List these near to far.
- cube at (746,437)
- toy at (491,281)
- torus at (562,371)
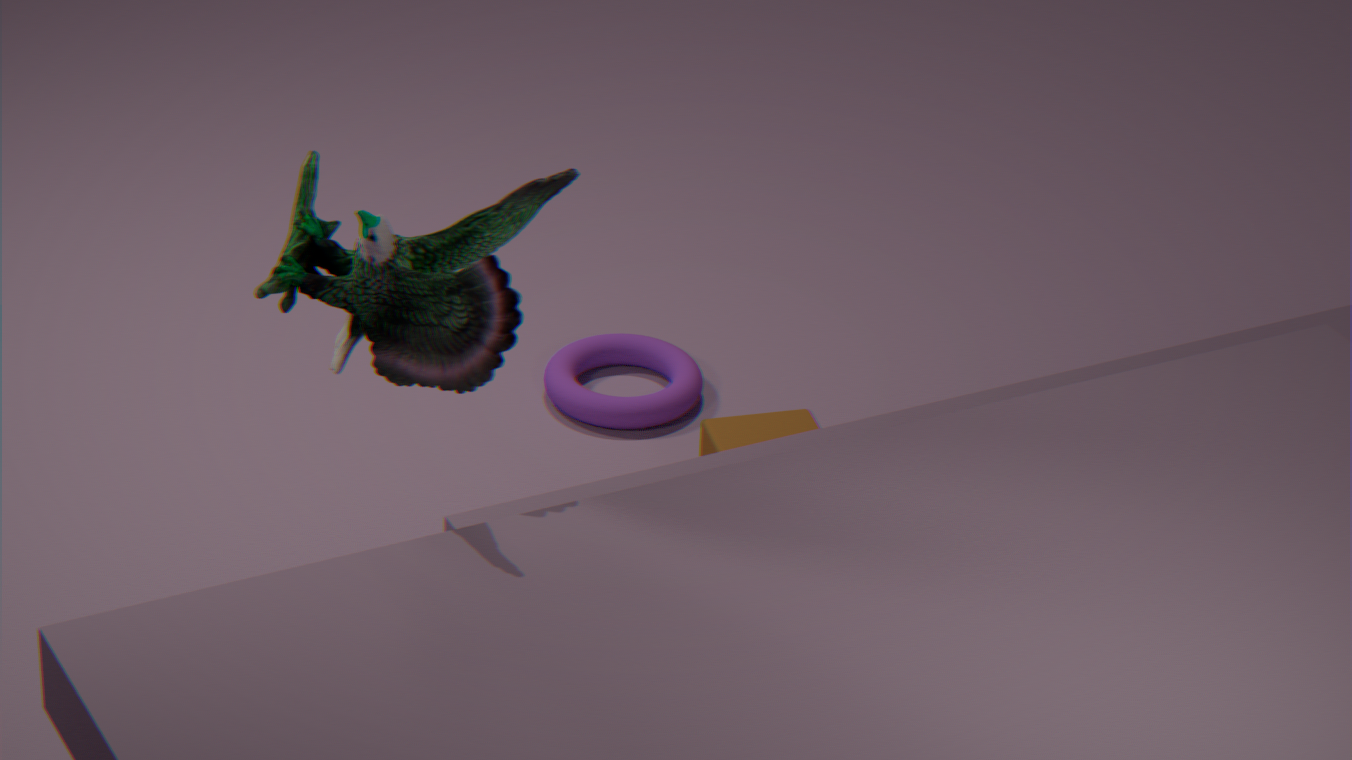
toy at (491,281)
cube at (746,437)
torus at (562,371)
